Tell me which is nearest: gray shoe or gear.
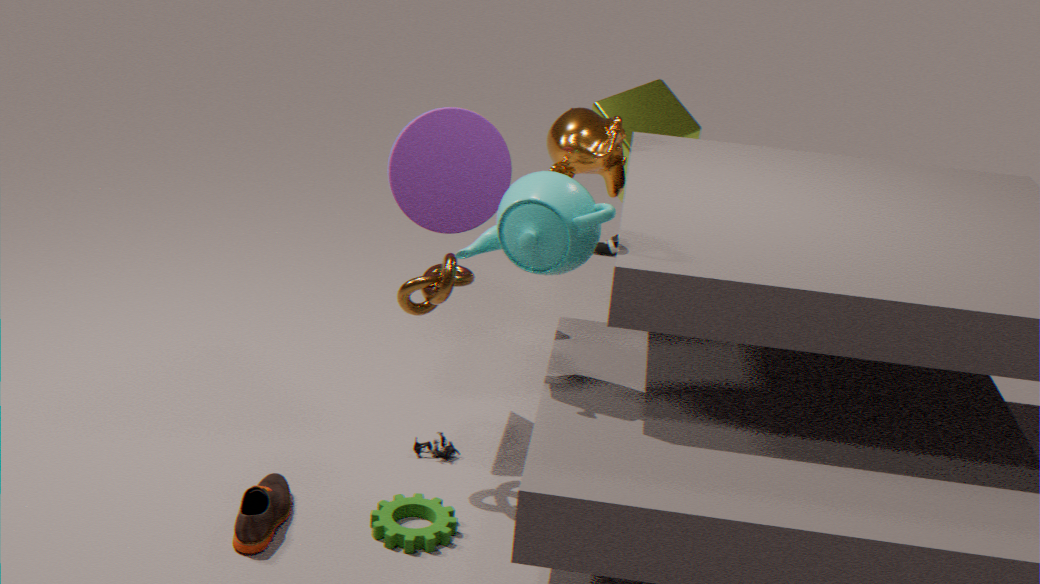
gear
